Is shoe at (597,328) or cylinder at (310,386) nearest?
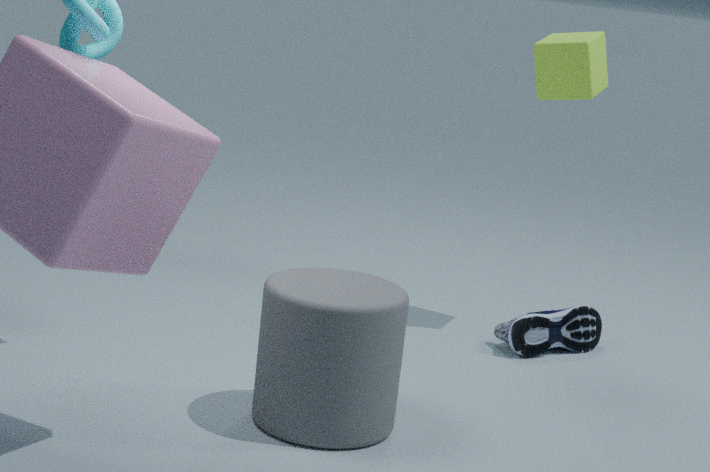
cylinder at (310,386)
